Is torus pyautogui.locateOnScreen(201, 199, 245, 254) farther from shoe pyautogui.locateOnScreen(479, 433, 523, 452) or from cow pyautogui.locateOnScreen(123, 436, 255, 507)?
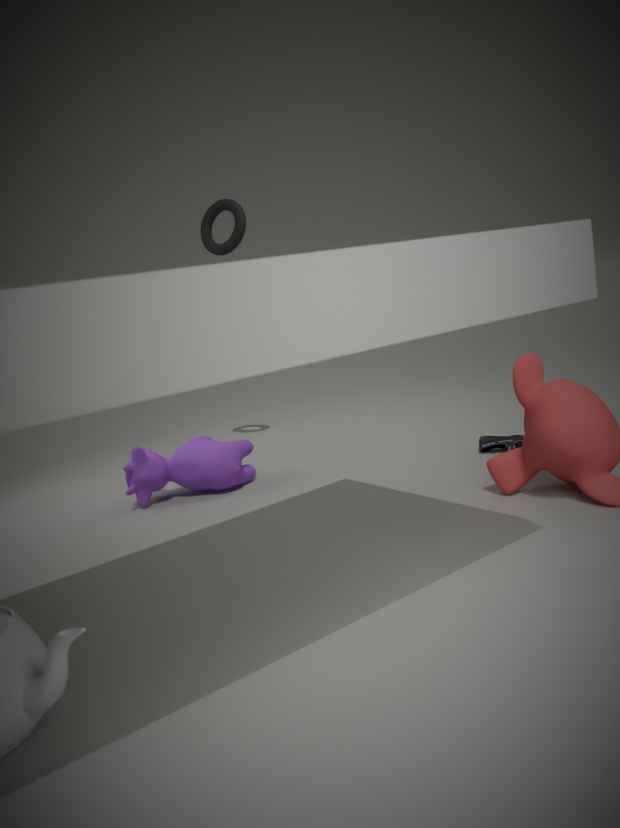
shoe pyautogui.locateOnScreen(479, 433, 523, 452)
